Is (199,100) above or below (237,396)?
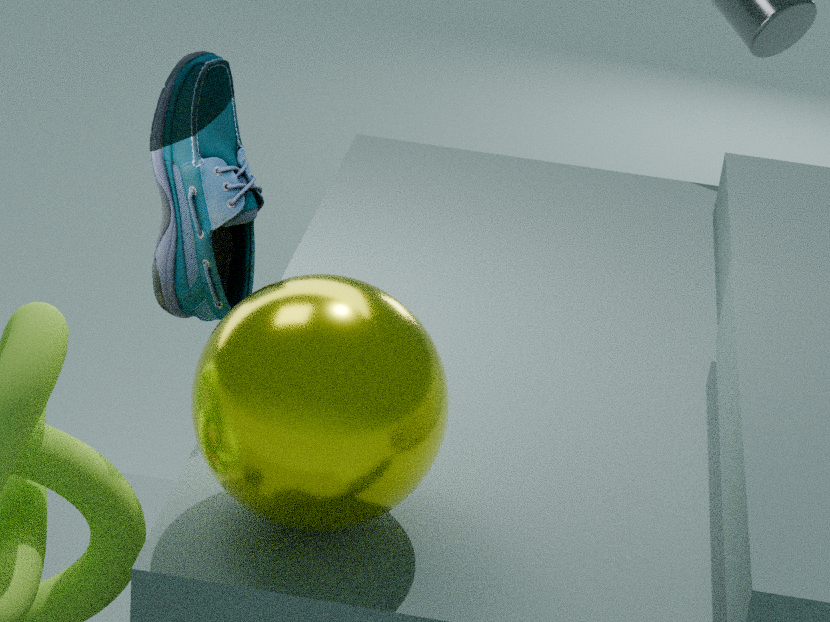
above
